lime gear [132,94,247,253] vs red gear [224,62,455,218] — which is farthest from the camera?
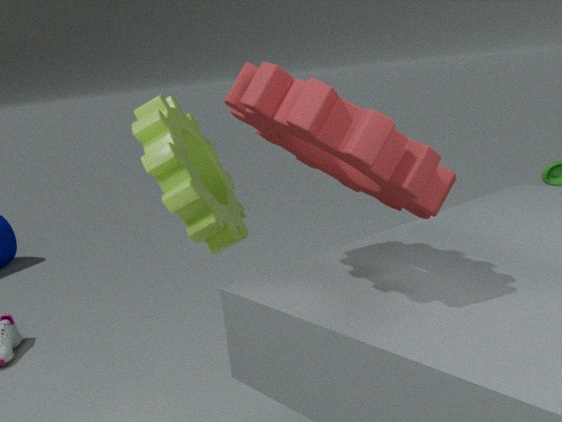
lime gear [132,94,247,253]
